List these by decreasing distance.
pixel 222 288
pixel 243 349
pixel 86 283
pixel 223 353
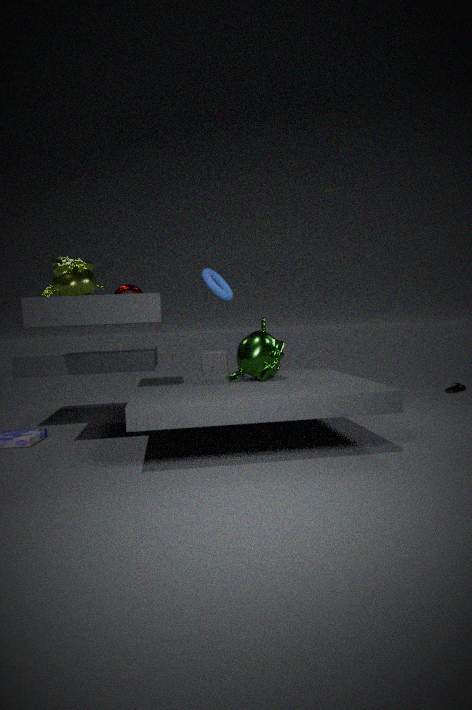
pixel 223 353 < pixel 86 283 < pixel 222 288 < pixel 243 349
